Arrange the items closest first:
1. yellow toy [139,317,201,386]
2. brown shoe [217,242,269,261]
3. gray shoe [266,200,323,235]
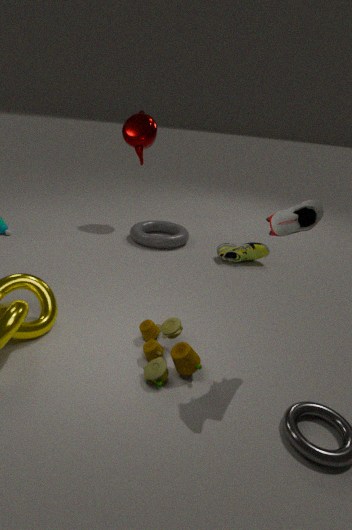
gray shoe [266,200,323,235] → yellow toy [139,317,201,386] → brown shoe [217,242,269,261]
